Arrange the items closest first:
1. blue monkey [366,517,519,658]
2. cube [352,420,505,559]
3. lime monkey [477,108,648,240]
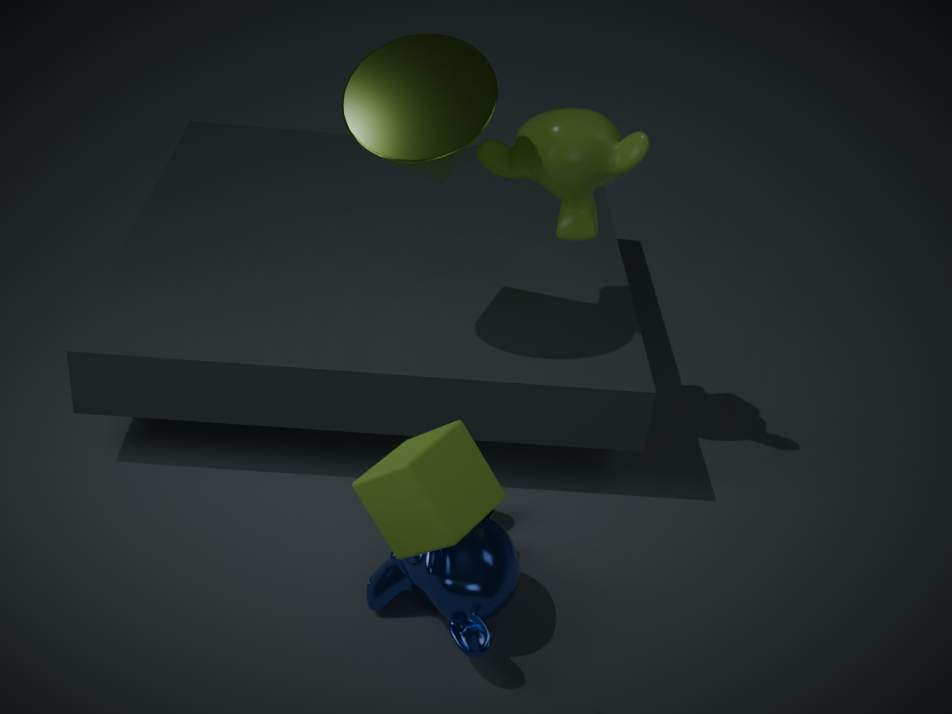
1. cube [352,420,505,559]
2. blue monkey [366,517,519,658]
3. lime monkey [477,108,648,240]
